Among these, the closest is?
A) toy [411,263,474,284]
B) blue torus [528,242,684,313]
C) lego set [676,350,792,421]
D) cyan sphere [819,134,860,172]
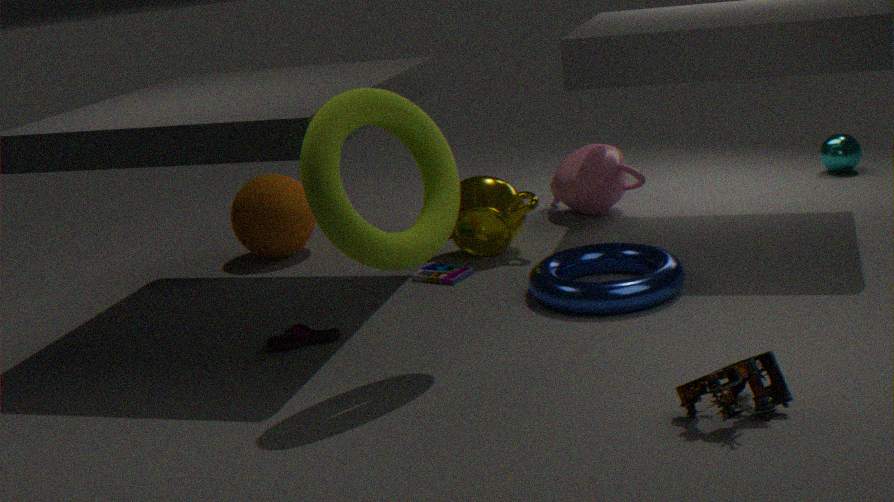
lego set [676,350,792,421]
